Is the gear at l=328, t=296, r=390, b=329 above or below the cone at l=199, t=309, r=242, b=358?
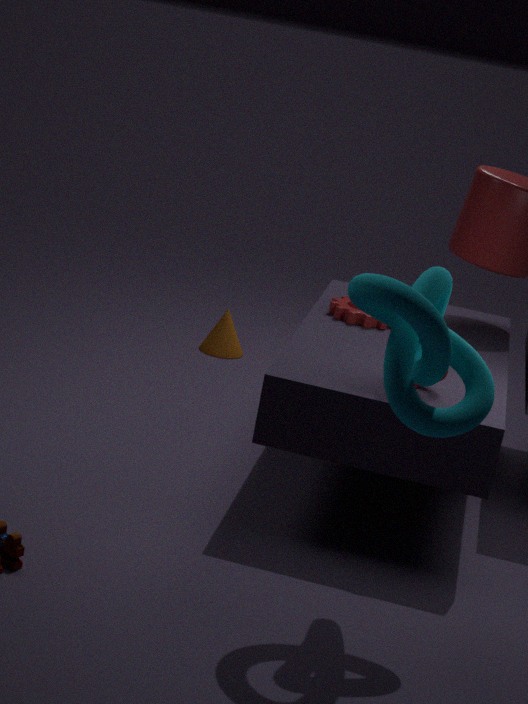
above
